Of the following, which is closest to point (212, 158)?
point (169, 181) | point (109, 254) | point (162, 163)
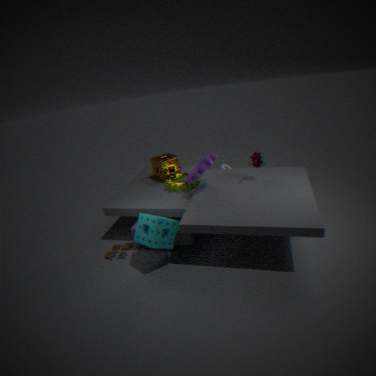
point (169, 181)
